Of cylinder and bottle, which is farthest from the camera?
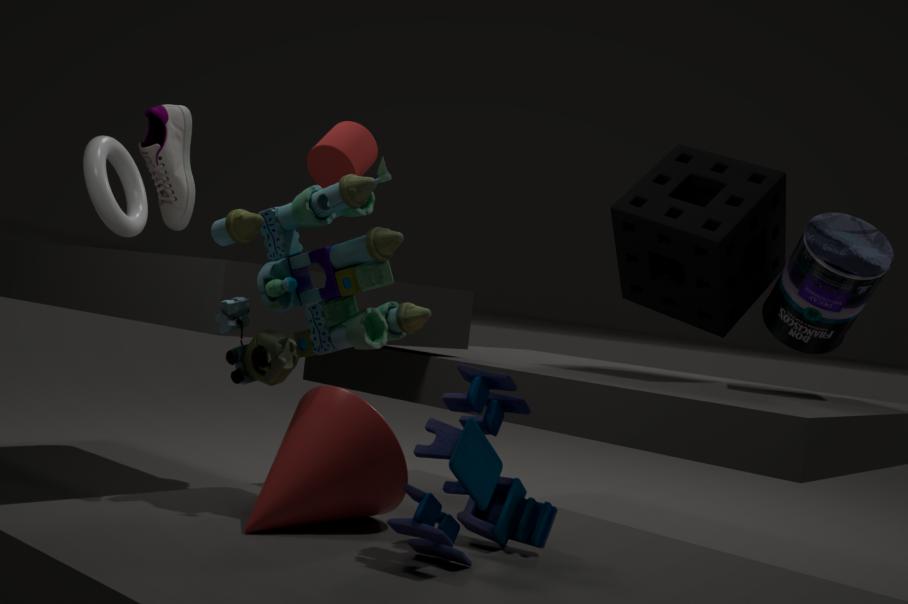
cylinder
